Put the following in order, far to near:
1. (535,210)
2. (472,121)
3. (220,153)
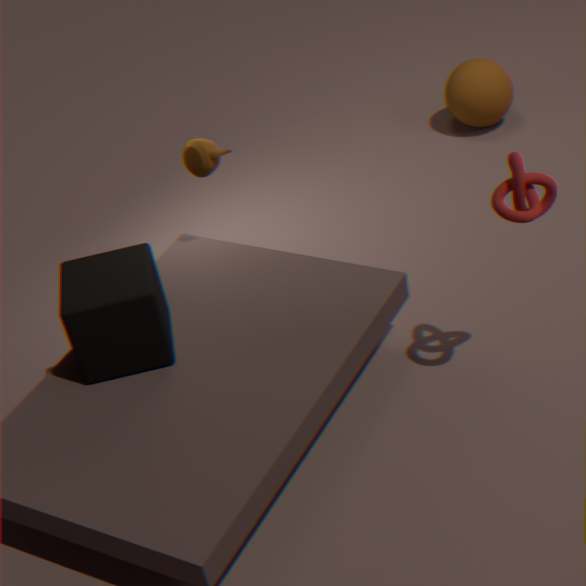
1. (472,121)
2. (220,153)
3. (535,210)
